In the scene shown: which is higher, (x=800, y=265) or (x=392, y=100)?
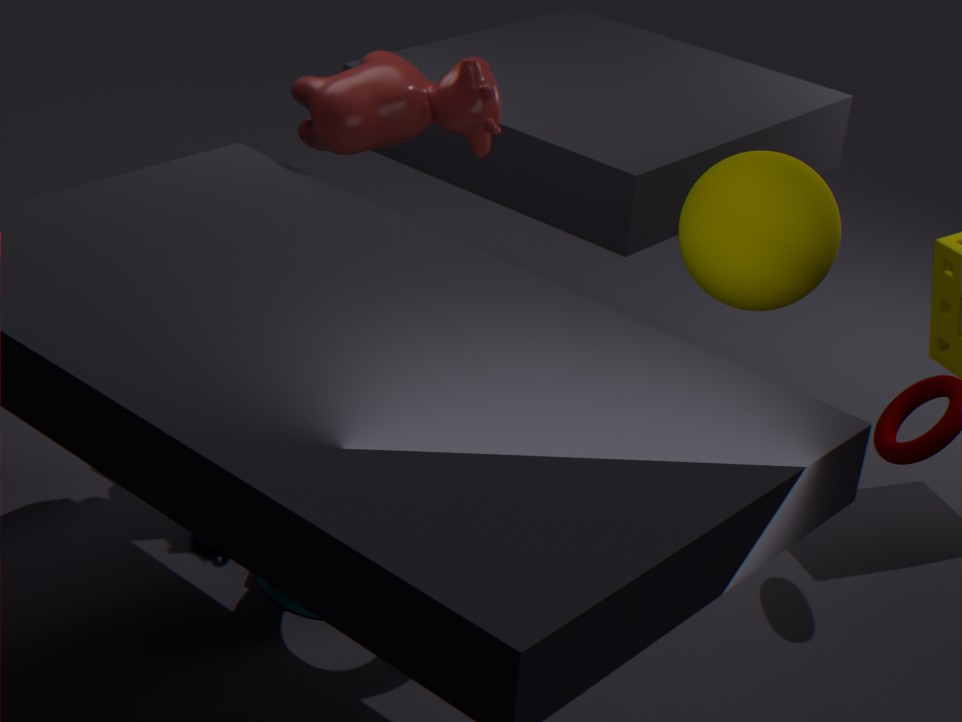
(x=392, y=100)
